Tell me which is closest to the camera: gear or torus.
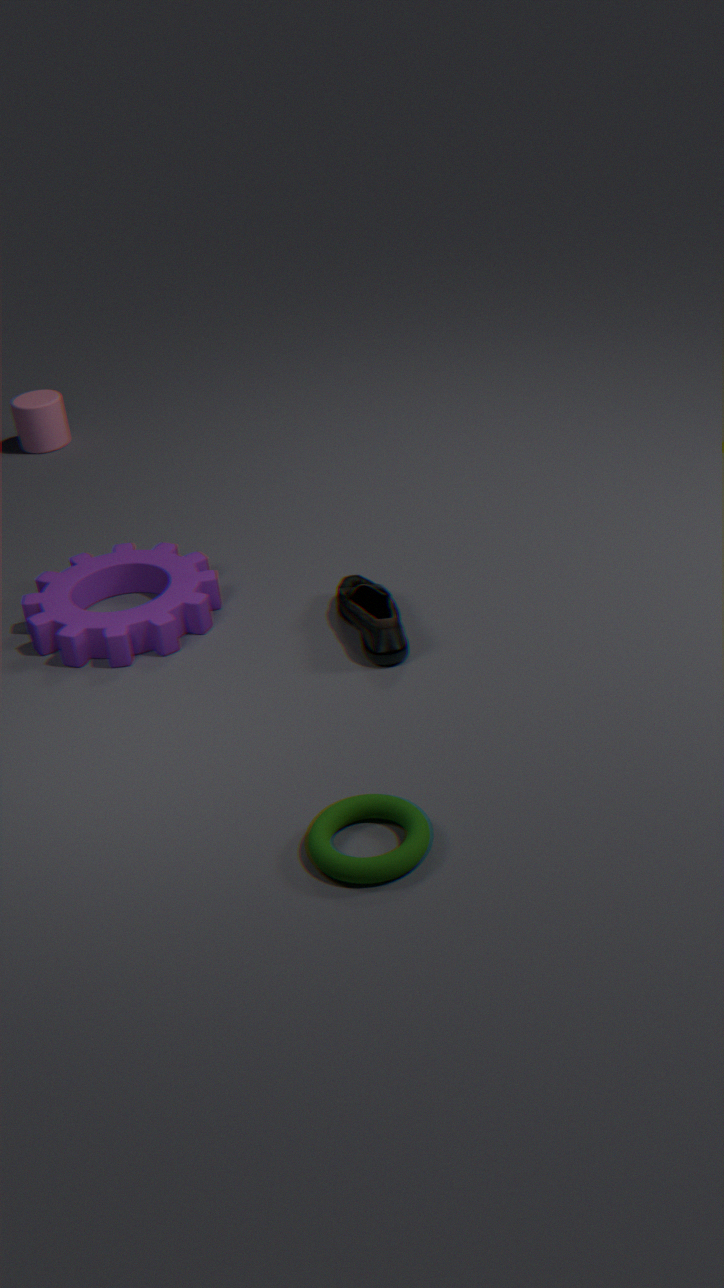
torus
